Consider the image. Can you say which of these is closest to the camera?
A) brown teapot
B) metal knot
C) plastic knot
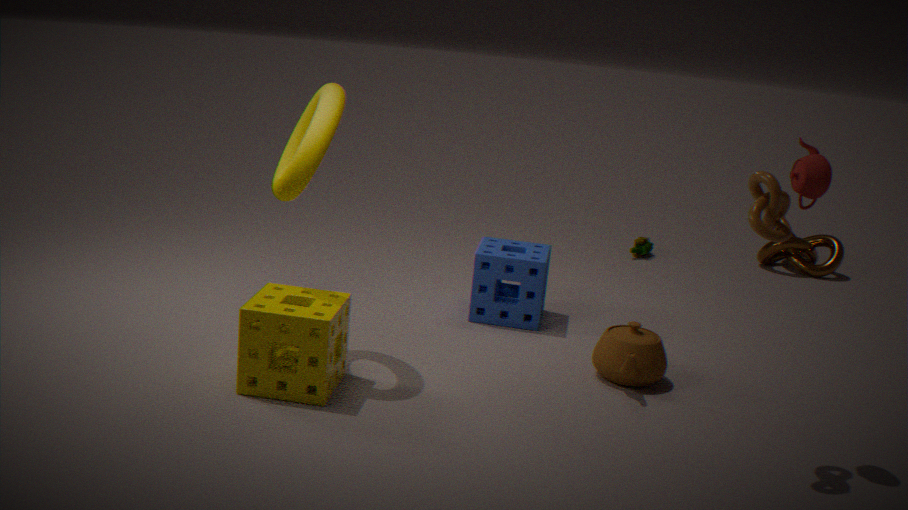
plastic knot
